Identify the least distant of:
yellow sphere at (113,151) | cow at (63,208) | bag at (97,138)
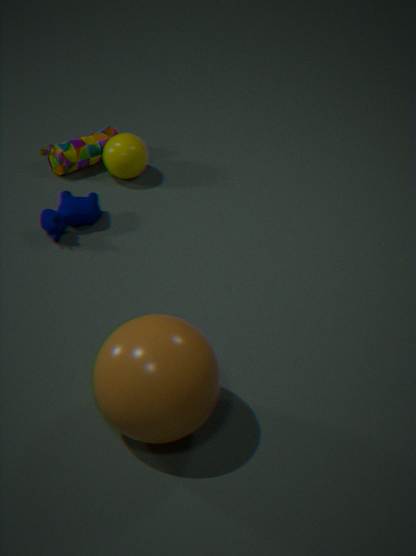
cow at (63,208)
